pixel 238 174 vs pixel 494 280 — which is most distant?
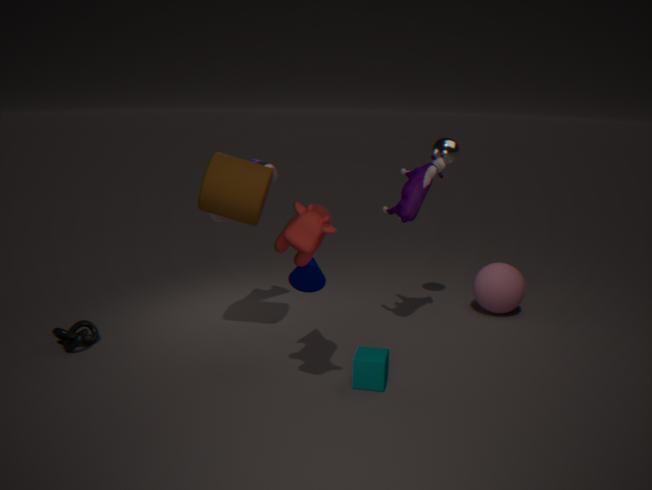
pixel 494 280
